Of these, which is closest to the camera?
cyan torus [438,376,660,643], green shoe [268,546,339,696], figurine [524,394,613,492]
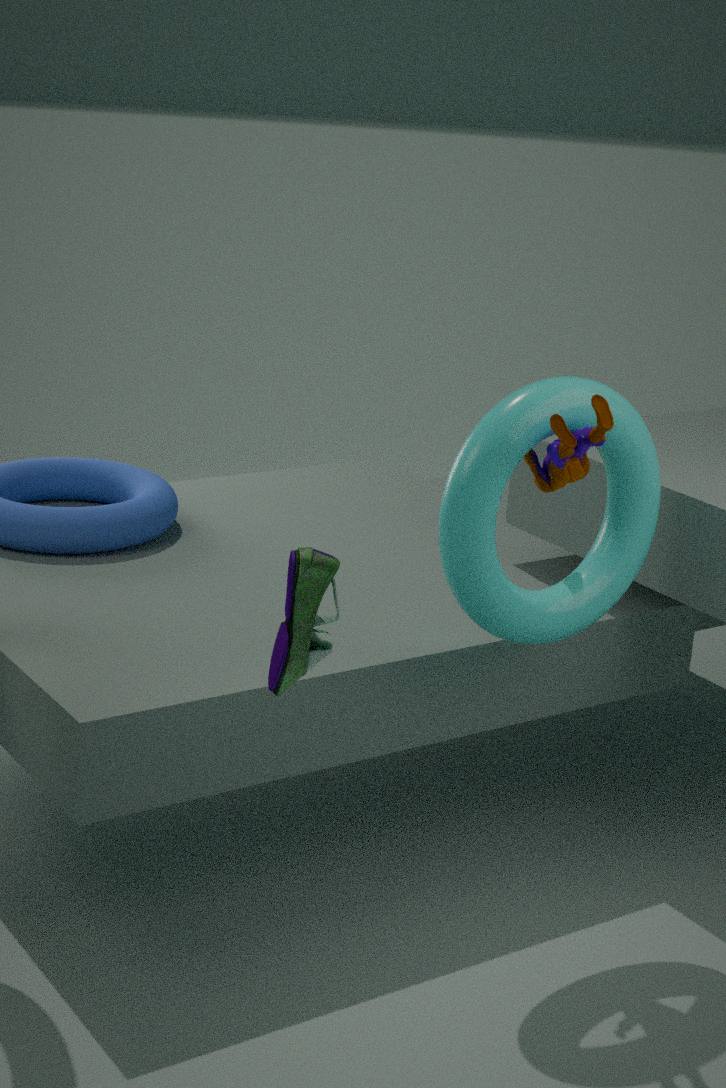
green shoe [268,546,339,696]
